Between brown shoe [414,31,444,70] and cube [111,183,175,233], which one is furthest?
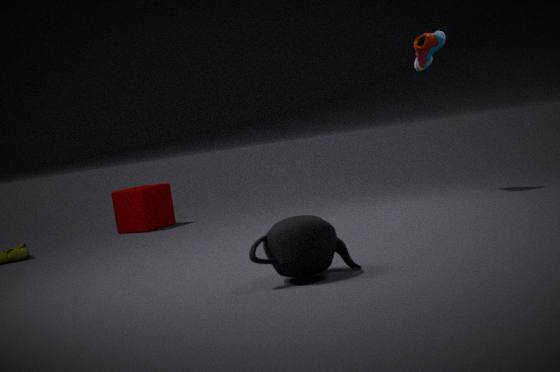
cube [111,183,175,233]
